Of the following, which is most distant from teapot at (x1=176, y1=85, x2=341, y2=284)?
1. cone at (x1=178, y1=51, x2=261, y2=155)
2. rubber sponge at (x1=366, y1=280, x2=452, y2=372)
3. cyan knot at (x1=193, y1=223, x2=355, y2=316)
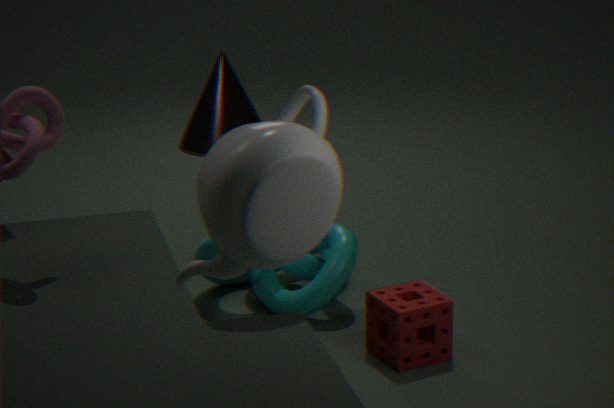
cone at (x1=178, y1=51, x2=261, y2=155)
